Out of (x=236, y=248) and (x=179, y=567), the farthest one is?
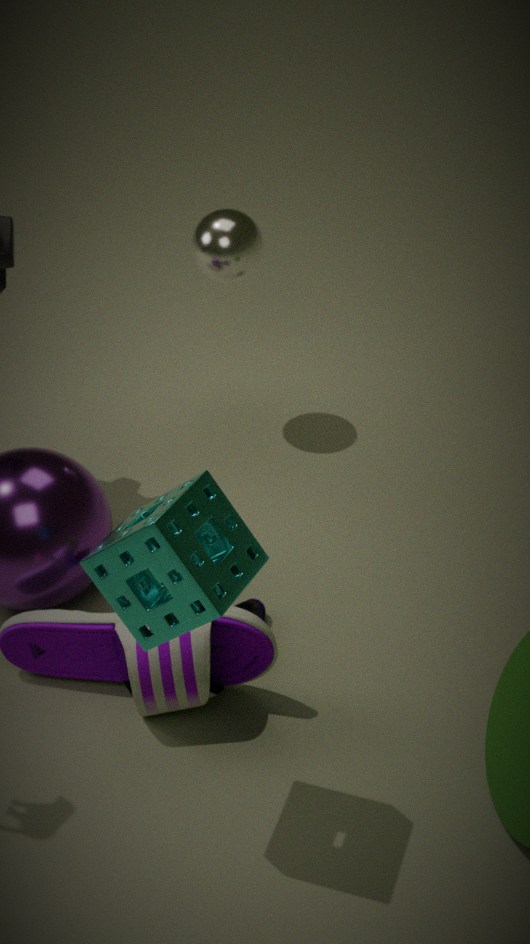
(x=236, y=248)
